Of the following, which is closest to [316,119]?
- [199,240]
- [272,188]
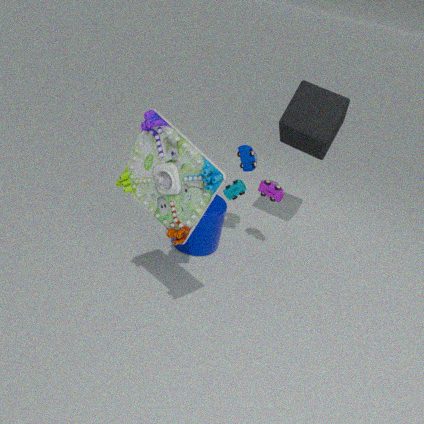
[272,188]
